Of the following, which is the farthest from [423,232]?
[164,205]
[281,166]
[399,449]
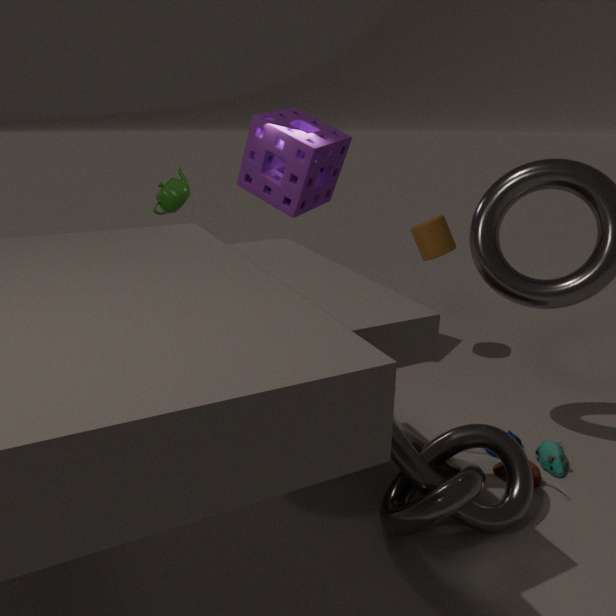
[399,449]
